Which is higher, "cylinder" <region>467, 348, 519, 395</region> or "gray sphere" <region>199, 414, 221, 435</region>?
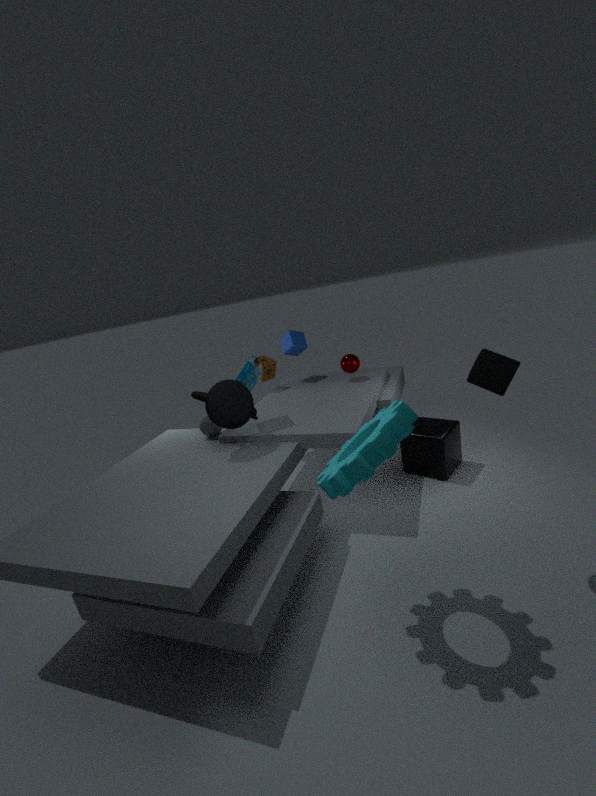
"cylinder" <region>467, 348, 519, 395</region>
